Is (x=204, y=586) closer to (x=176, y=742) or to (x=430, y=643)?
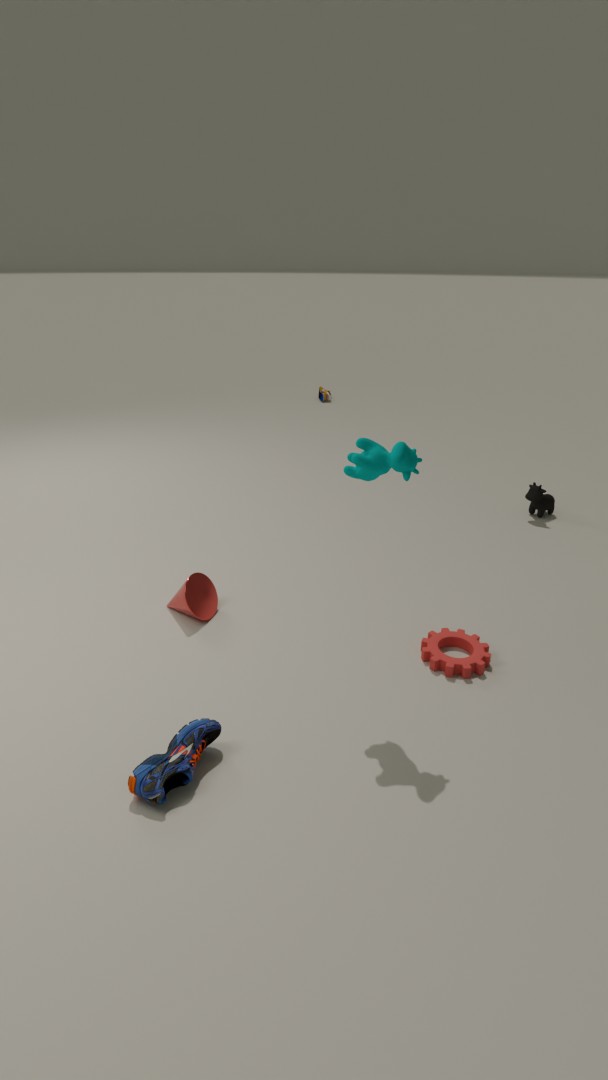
(x=176, y=742)
